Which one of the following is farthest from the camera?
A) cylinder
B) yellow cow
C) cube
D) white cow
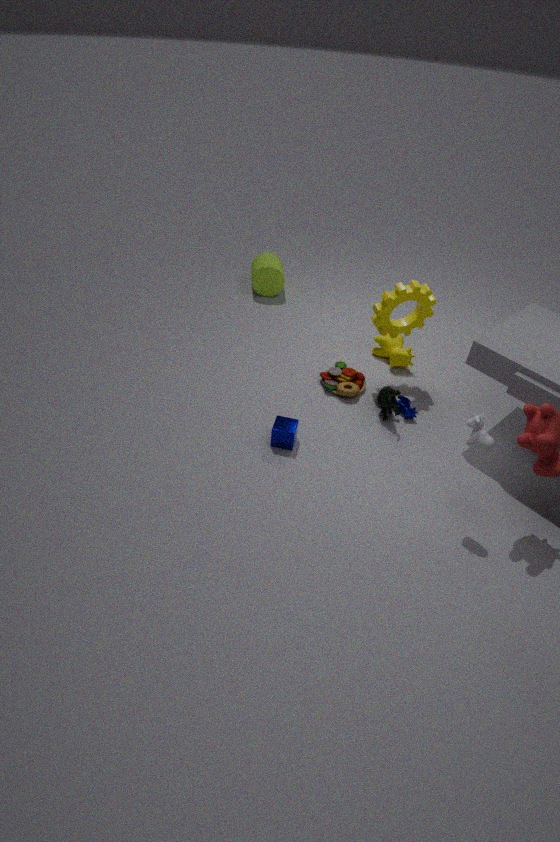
cylinder
